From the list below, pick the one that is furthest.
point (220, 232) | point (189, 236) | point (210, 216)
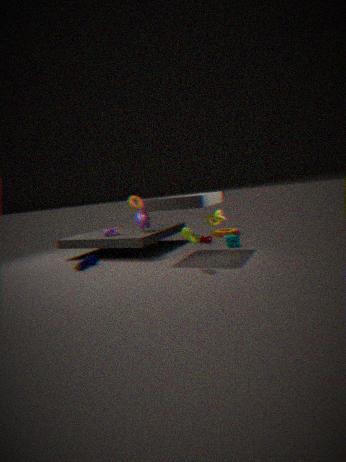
point (220, 232)
